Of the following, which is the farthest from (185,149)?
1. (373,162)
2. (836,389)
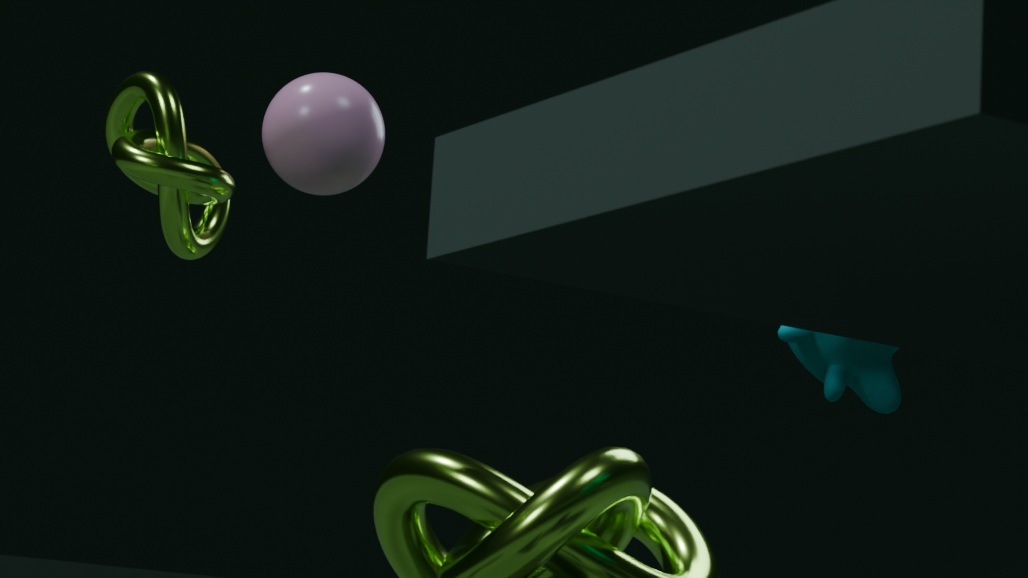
(836,389)
